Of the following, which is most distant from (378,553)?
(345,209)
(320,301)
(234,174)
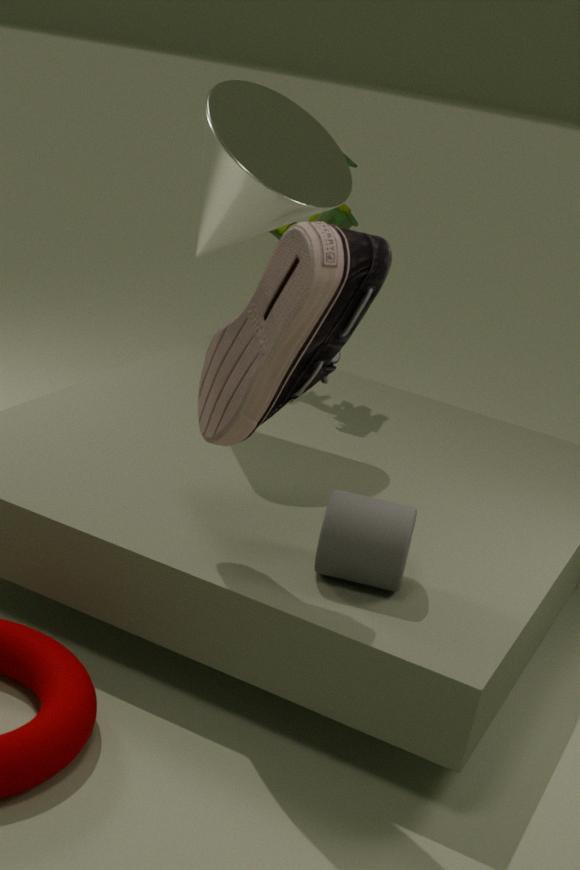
→ (345,209)
